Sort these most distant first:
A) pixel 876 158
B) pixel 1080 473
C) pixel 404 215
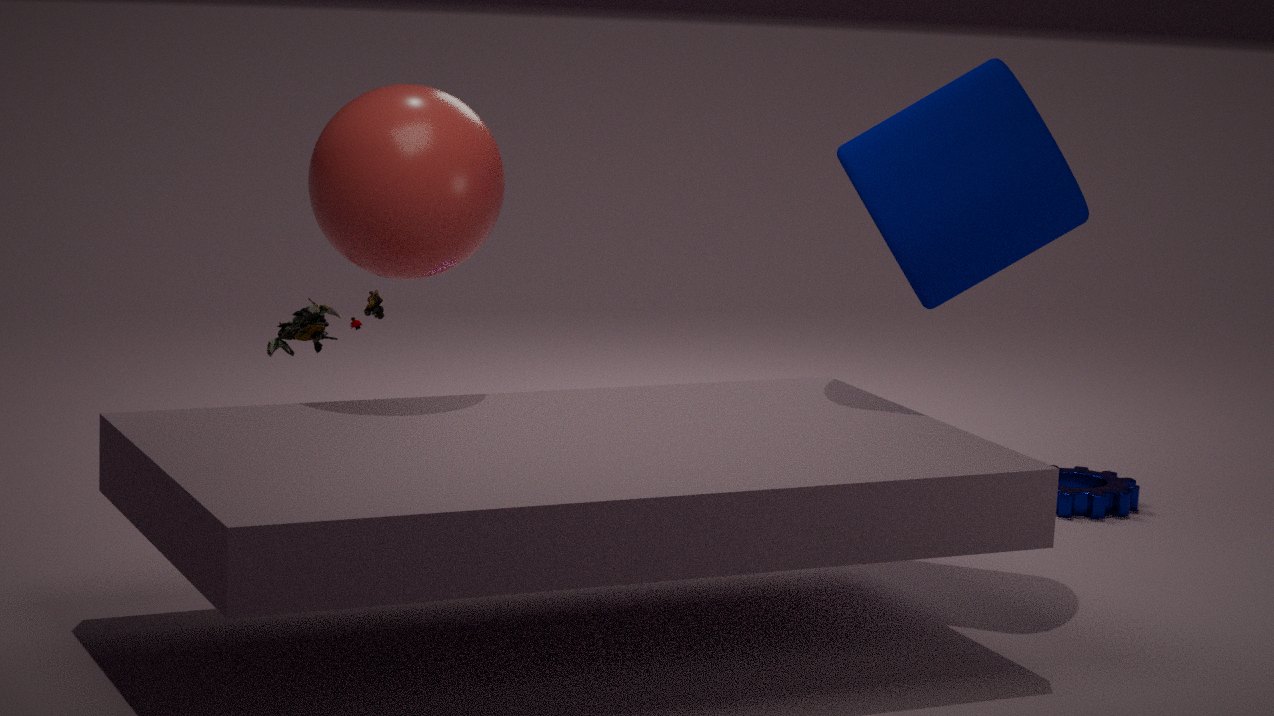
pixel 1080 473 → pixel 876 158 → pixel 404 215
